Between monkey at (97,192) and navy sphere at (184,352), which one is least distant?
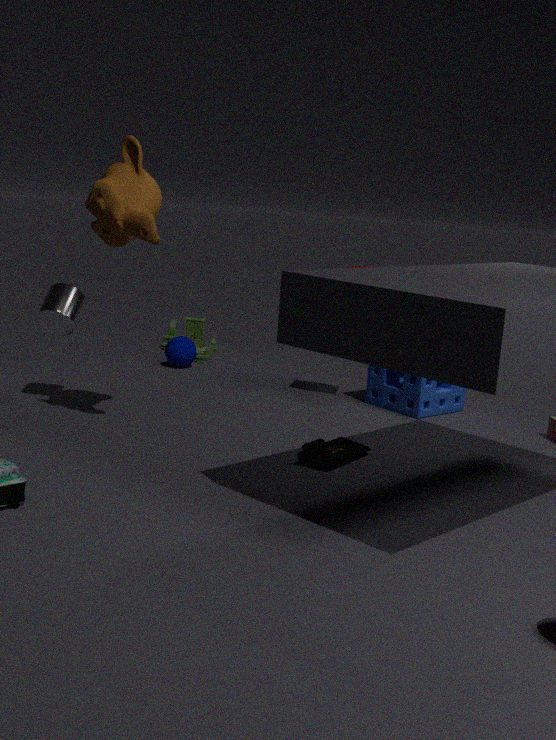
monkey at (97,192)
